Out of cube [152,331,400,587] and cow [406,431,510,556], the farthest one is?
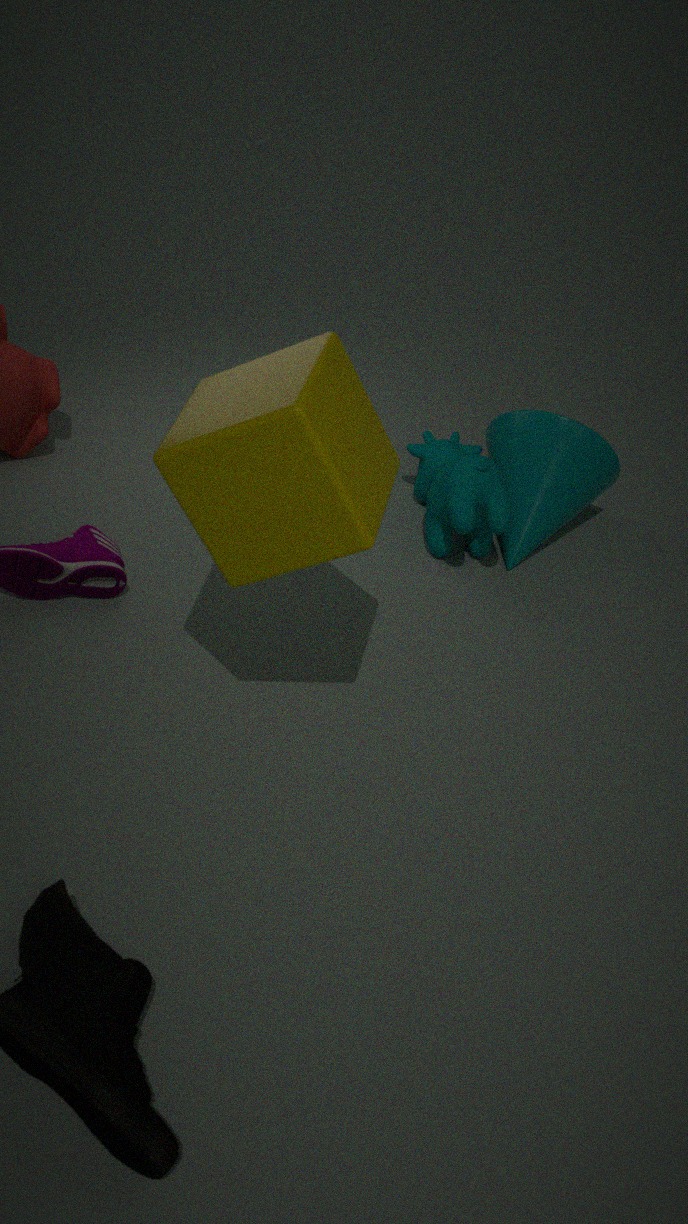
cow [406,431,510,556]
